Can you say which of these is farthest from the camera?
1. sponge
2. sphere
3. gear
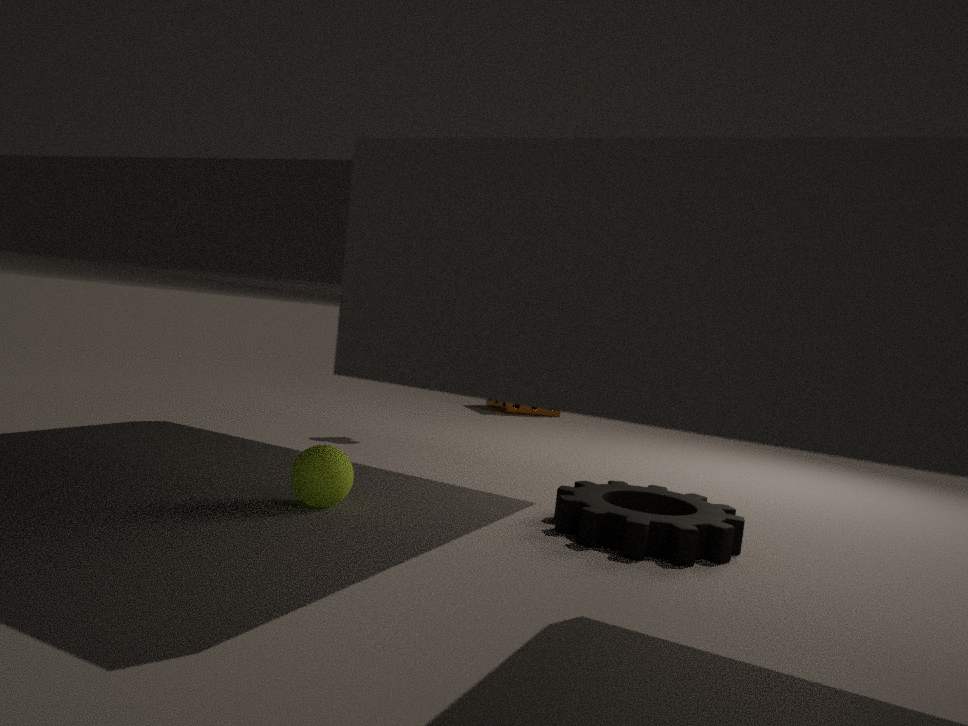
sponge
